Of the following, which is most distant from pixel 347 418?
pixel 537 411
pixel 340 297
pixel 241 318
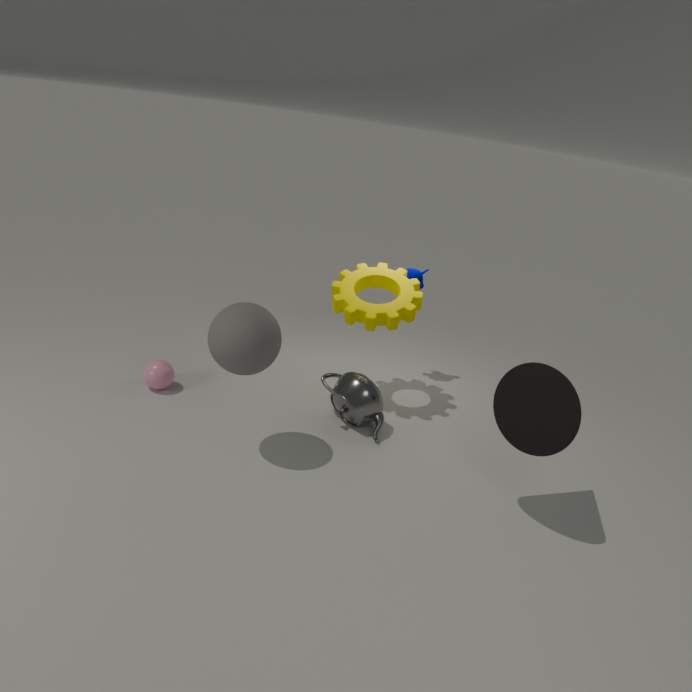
pixel 537 411
